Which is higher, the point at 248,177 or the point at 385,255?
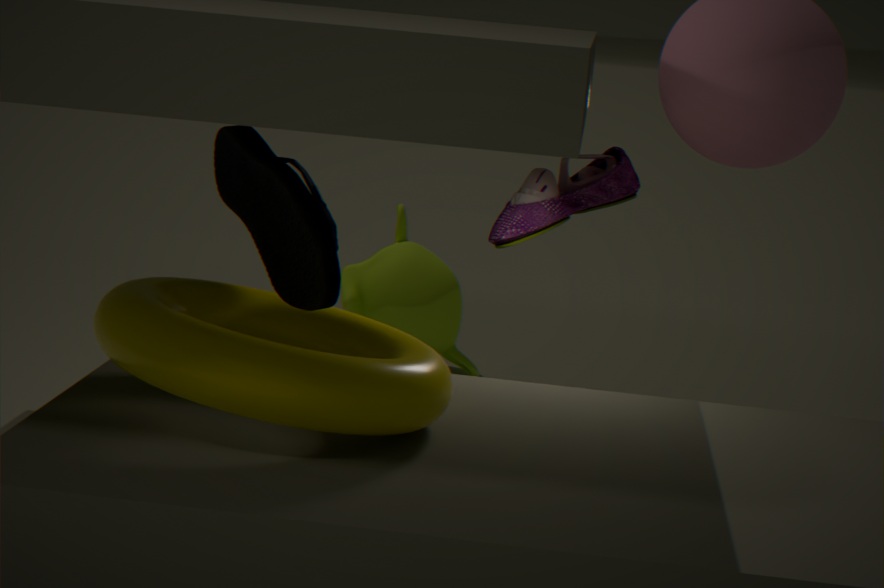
the point at 248,177
